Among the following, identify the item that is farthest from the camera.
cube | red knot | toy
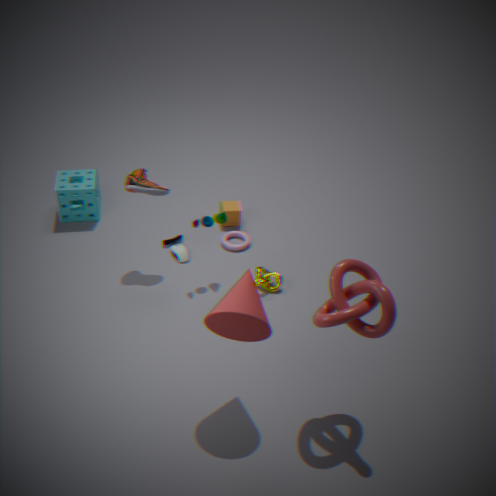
cube
